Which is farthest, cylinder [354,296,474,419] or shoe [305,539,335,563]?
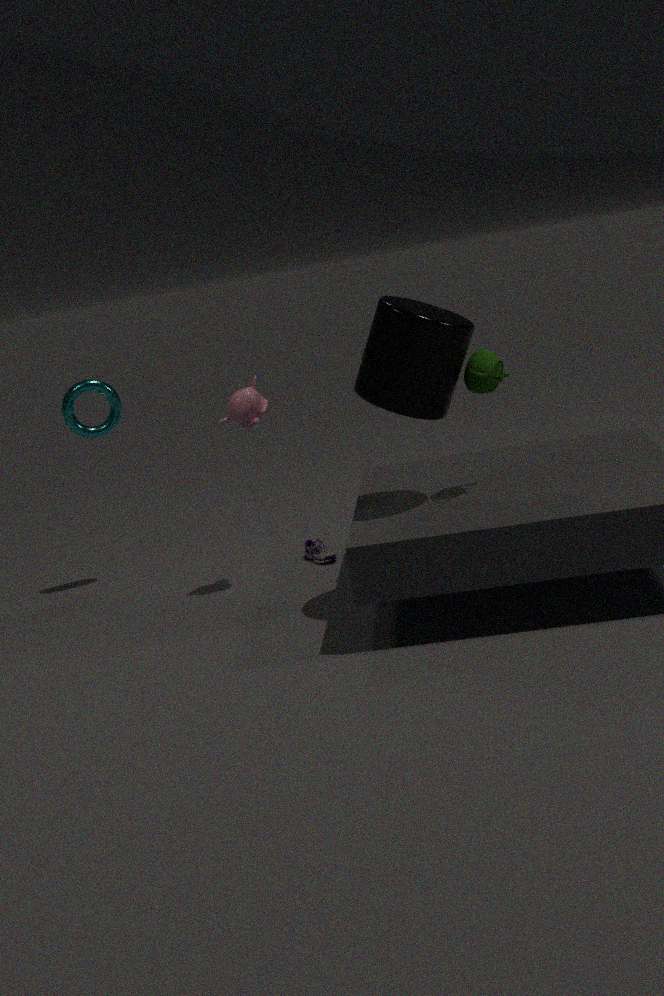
shoe [305,539,335,563]
